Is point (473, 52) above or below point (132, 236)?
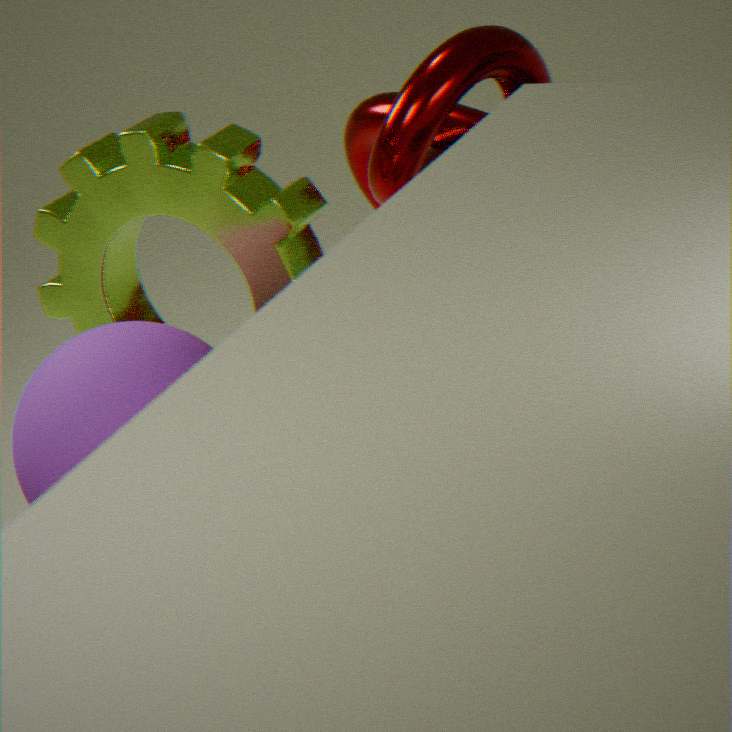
above
